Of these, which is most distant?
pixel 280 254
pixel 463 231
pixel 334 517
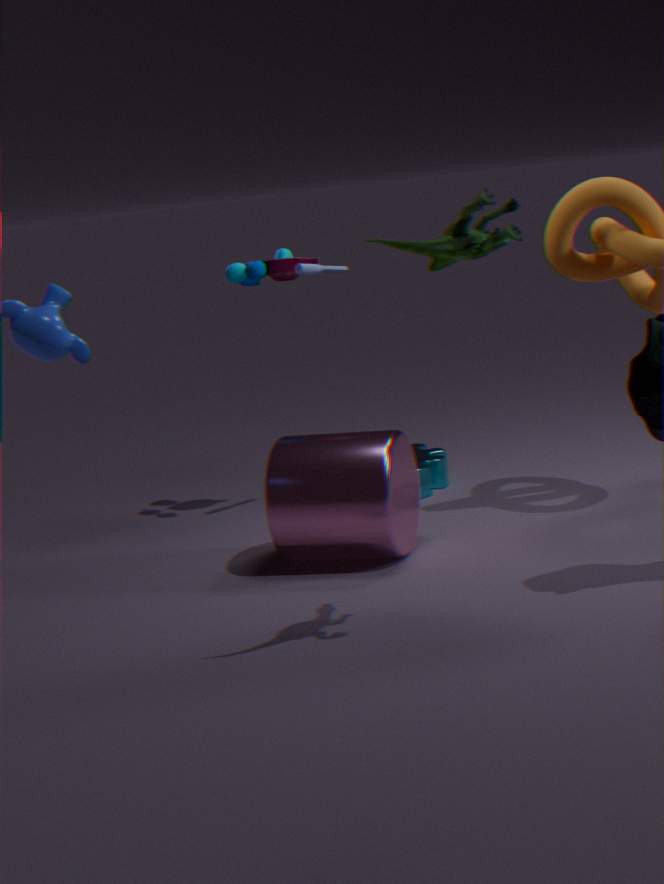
pixel 280 254
